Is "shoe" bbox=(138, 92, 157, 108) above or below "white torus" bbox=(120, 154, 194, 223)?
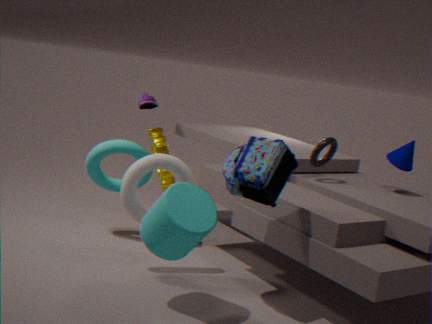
above
